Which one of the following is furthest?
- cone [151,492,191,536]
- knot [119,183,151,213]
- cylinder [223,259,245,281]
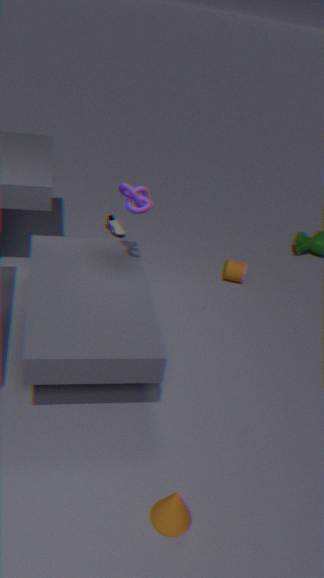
cylinder [223,259,245,281]
